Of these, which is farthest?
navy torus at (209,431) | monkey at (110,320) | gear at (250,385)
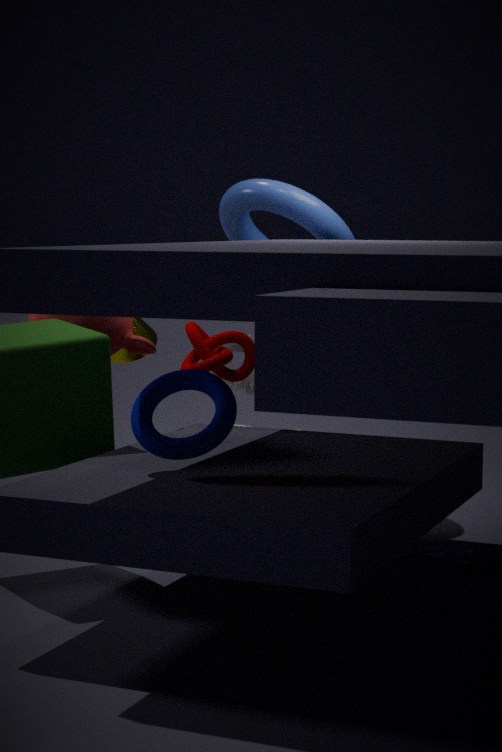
gear at (250,385)
